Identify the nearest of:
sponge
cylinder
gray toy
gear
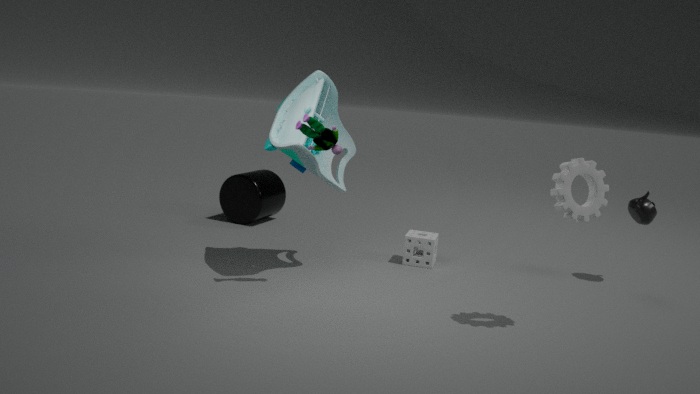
gear
